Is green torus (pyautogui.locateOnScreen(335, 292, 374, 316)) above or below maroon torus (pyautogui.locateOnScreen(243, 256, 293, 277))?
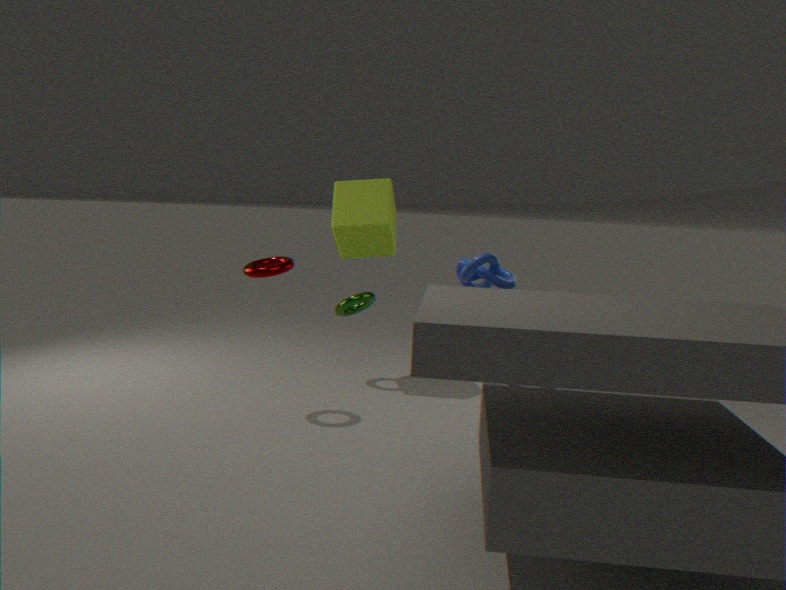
below
